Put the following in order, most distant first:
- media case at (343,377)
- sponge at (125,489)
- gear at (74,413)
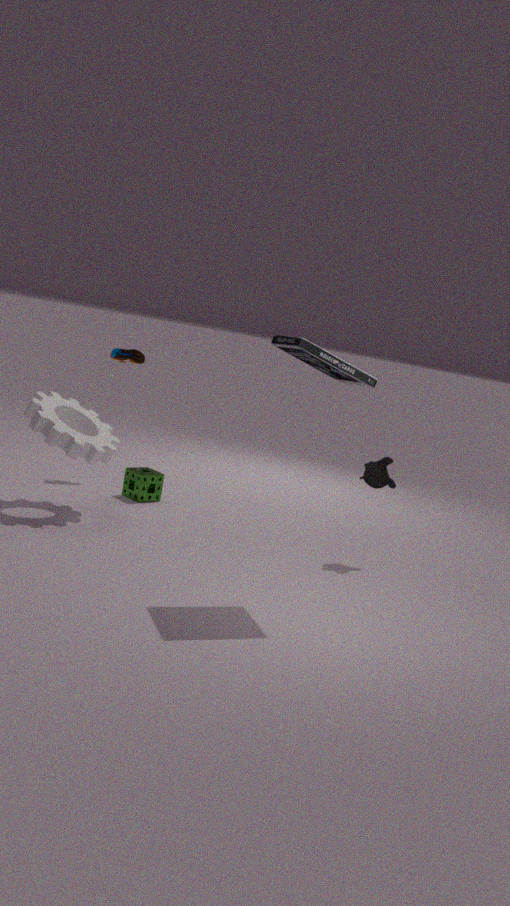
sponge at (125,489) → gear at (74,413) → media case at (343,377)
